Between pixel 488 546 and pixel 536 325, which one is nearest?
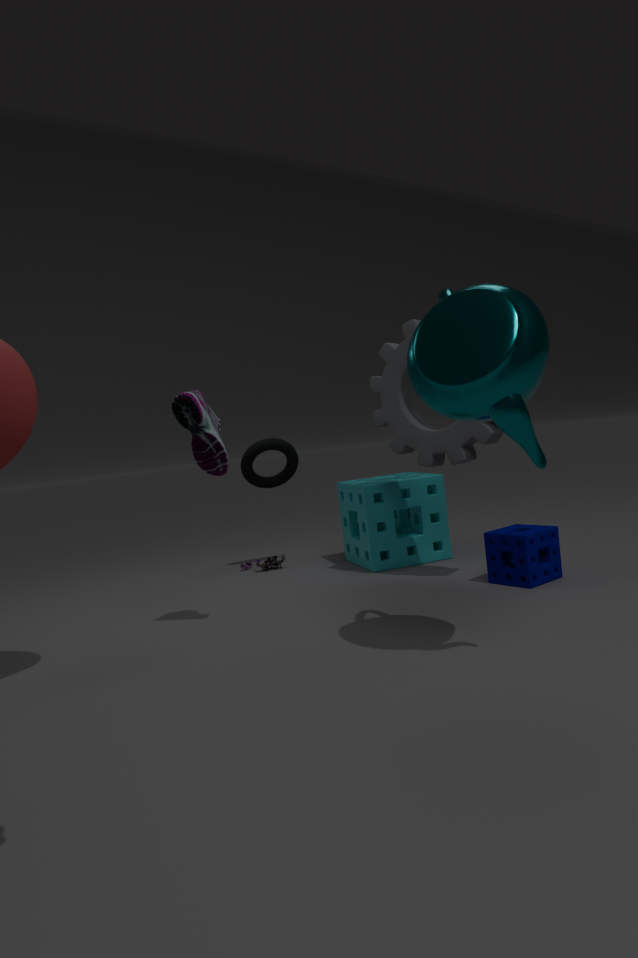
pixel 536 325
